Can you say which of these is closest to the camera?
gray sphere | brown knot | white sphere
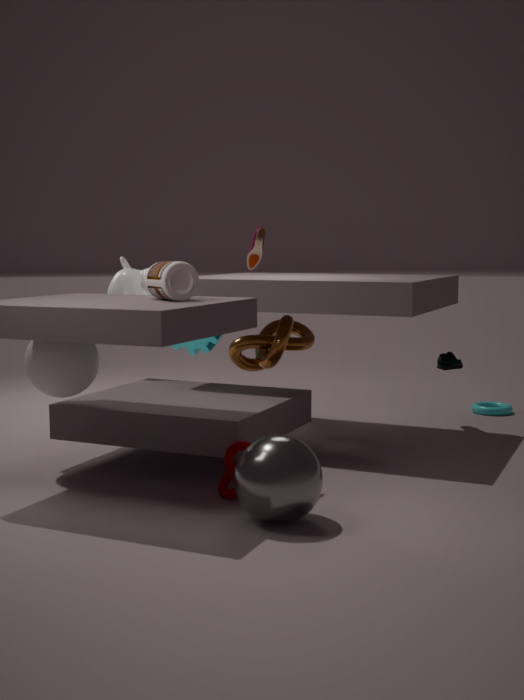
gray sphere
